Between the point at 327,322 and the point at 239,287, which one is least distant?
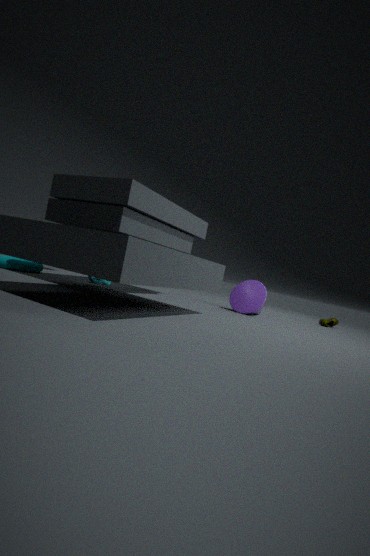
the point at 239,287
